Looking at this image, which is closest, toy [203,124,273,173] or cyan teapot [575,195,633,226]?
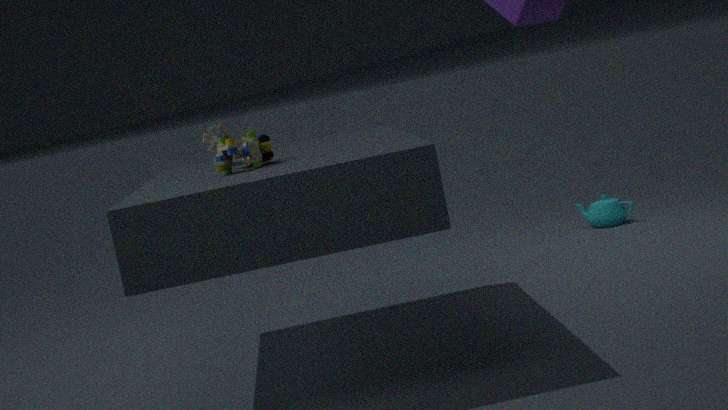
toy [203,124,273,173]
